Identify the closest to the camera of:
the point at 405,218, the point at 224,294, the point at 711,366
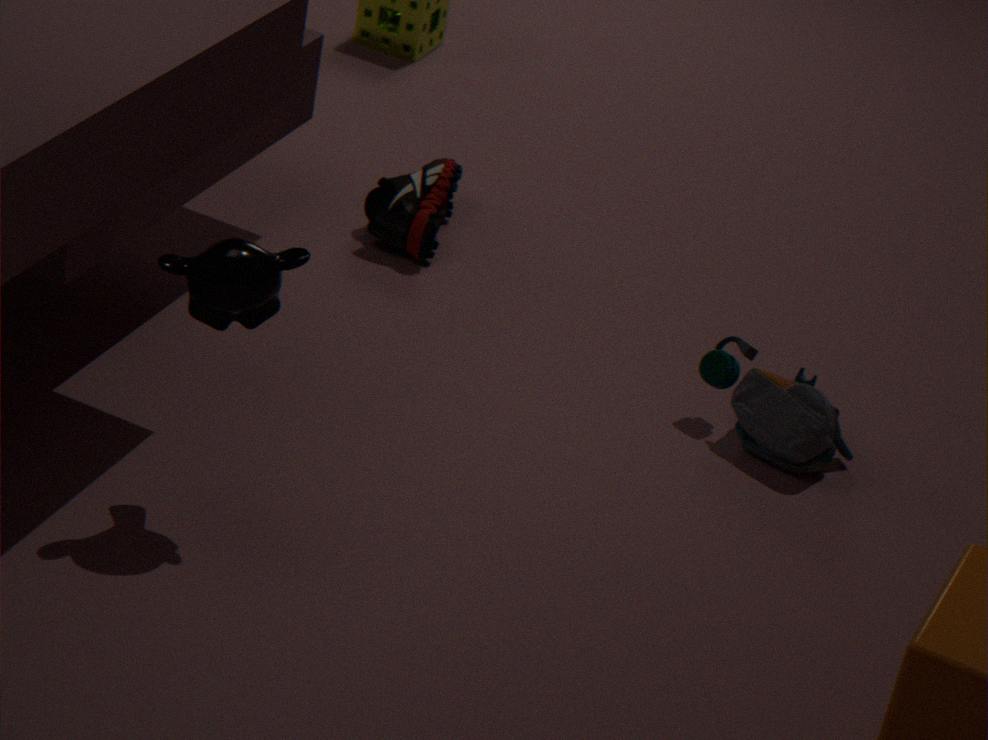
the point at 224,294
